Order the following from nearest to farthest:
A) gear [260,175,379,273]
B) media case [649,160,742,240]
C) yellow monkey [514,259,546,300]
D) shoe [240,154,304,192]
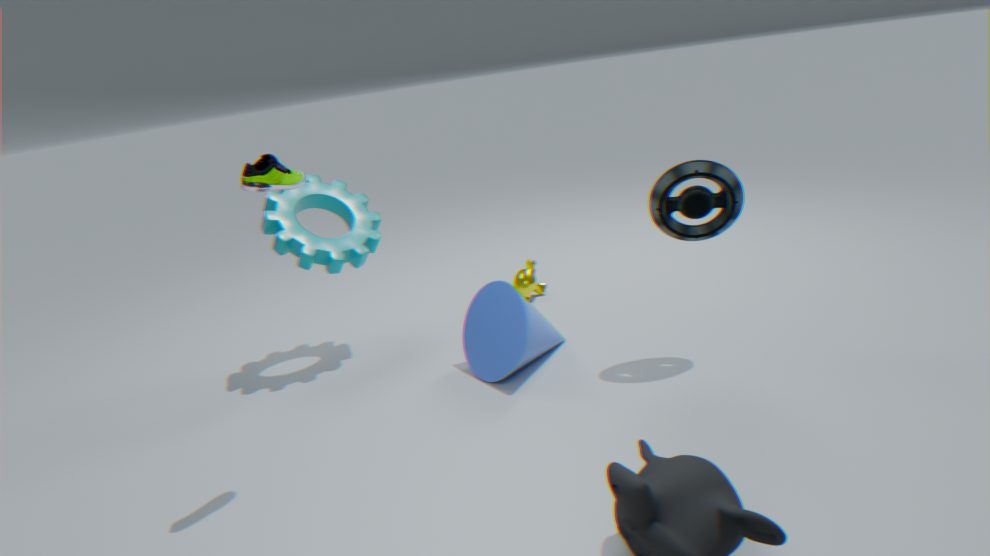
1. shoe [240,154,304,192]
2. media case [649,160,742,240]
3. gear [260,175,379,273]
4. yellow monkey [514,259,546,300]
